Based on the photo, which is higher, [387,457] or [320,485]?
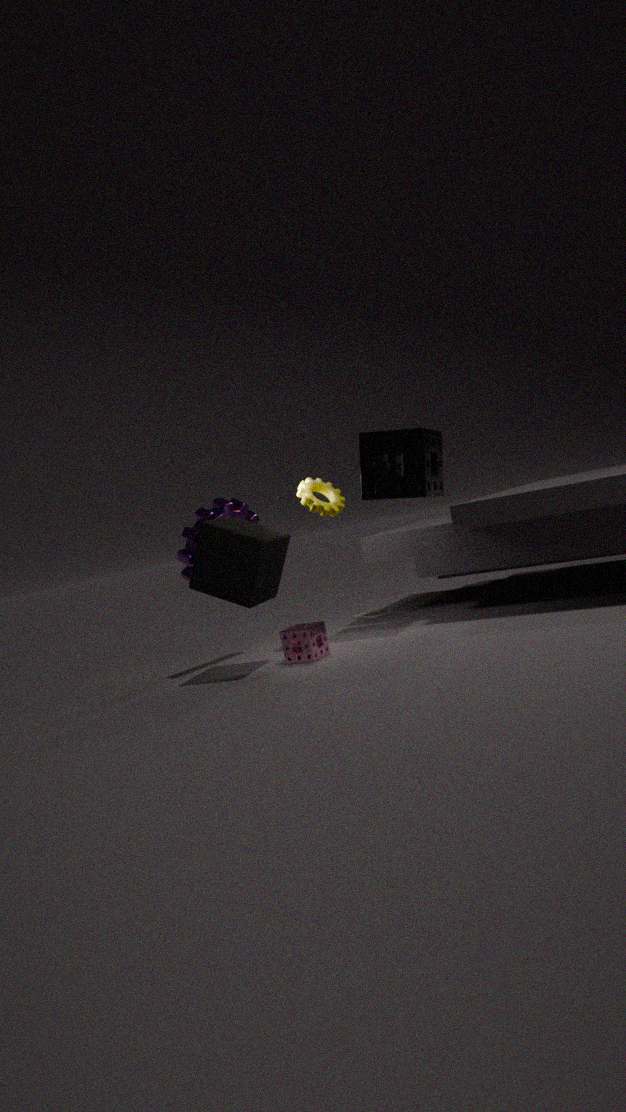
[387,457]
